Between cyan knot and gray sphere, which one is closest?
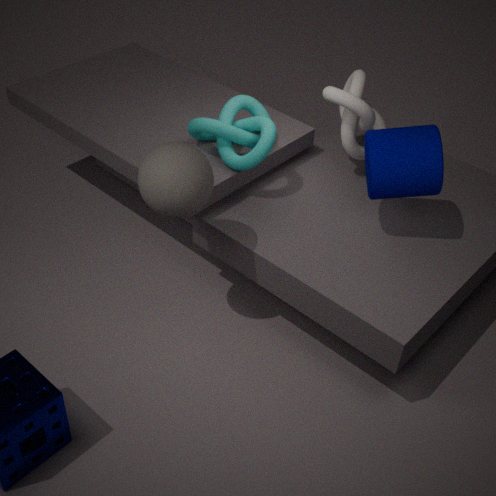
gray sphere
